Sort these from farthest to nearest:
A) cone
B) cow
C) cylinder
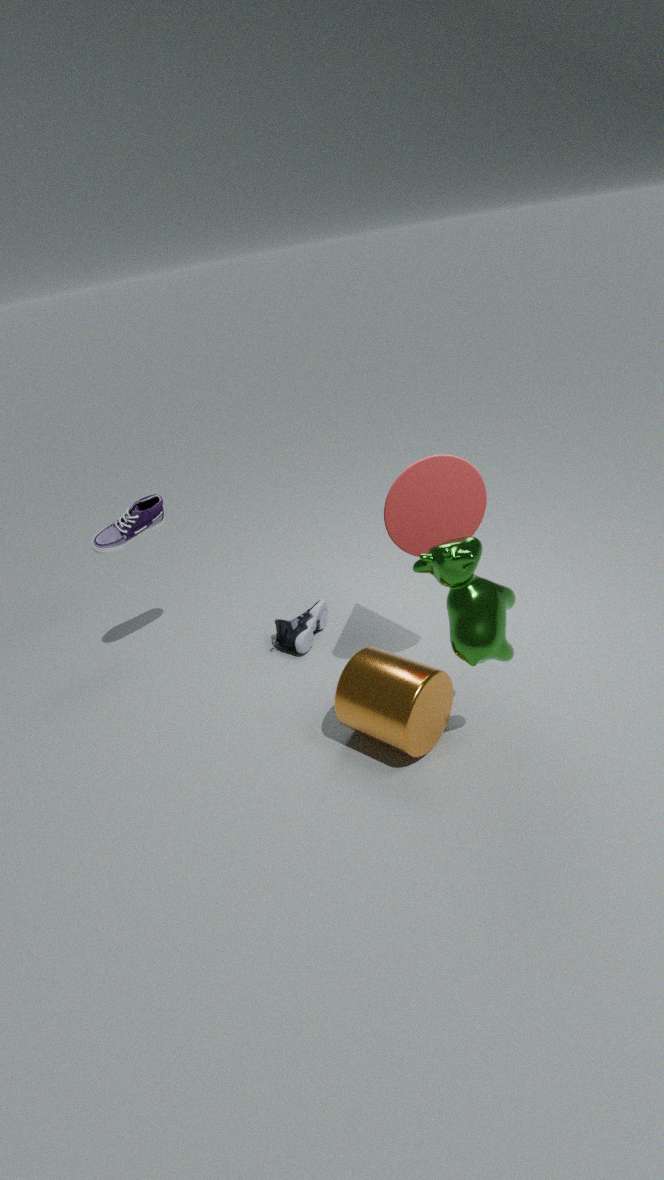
cone < cylinder < cow
